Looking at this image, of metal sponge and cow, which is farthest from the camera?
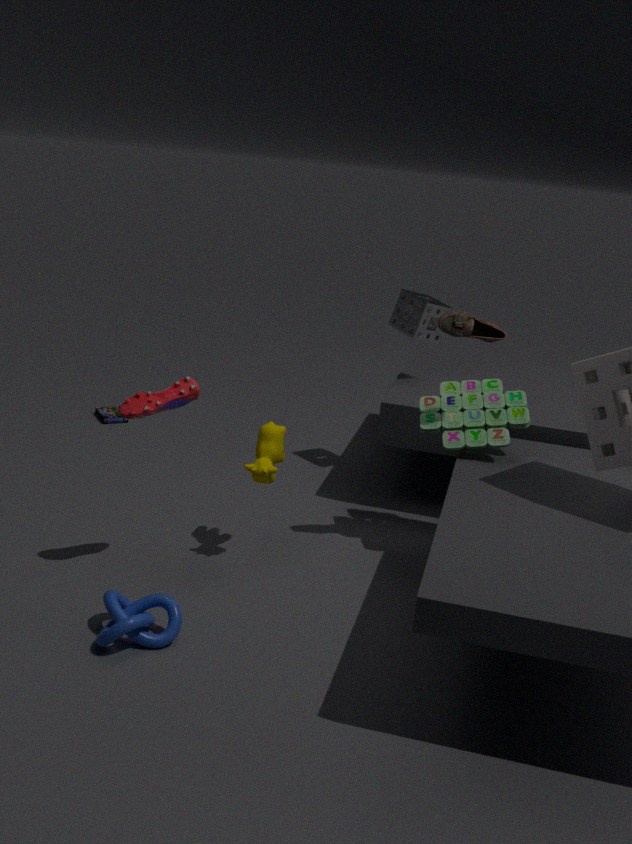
metal sponge
